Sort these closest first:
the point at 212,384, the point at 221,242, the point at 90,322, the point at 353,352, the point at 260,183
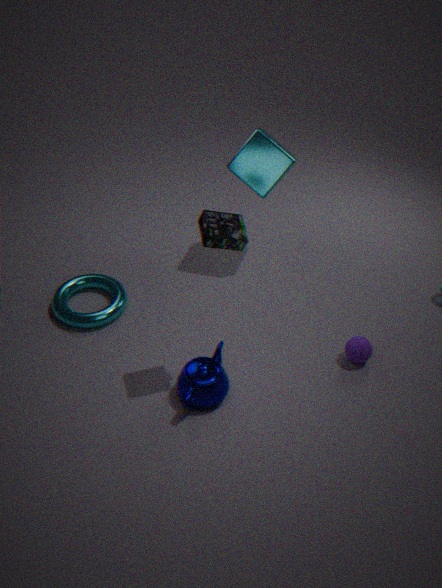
1. the point at 221,242
2. the point at 212,384
3. the point at 353,352
4. the point at 90,322
5. the point at 260,183
